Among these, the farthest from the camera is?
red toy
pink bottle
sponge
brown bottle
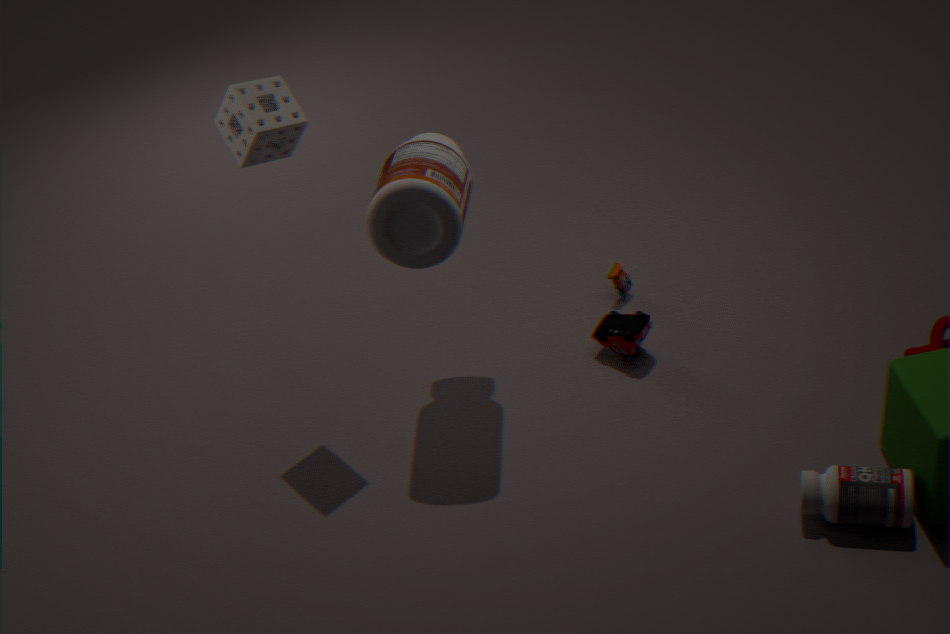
red toy
